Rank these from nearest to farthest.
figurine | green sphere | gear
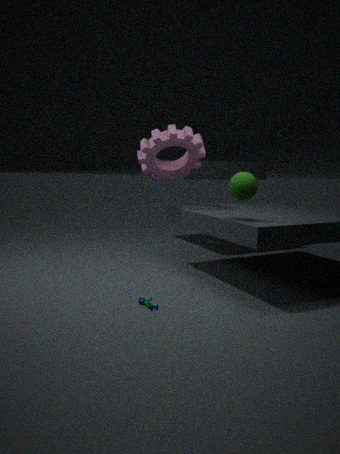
1. figurine
2. green sphere
3. gear
